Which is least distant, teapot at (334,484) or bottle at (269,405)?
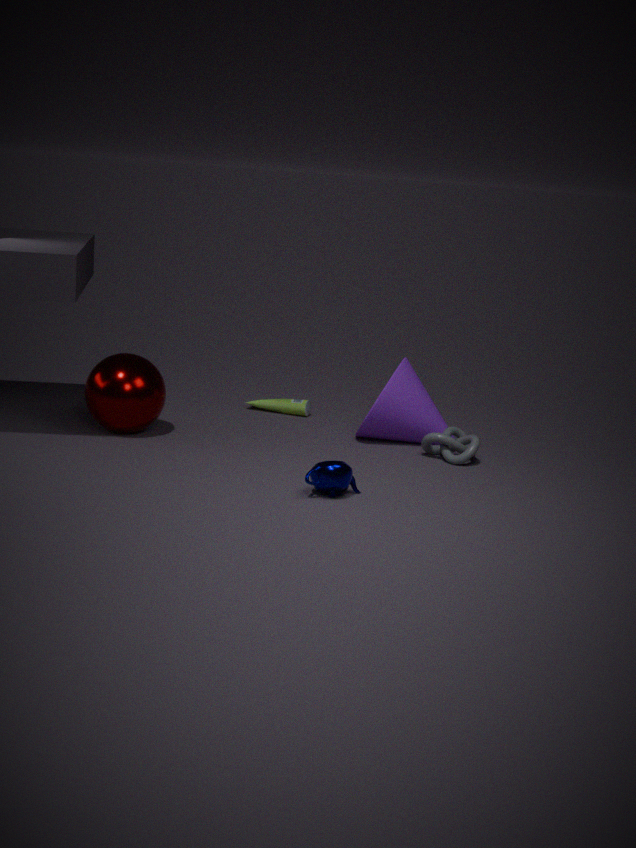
teapot at (334,484)
